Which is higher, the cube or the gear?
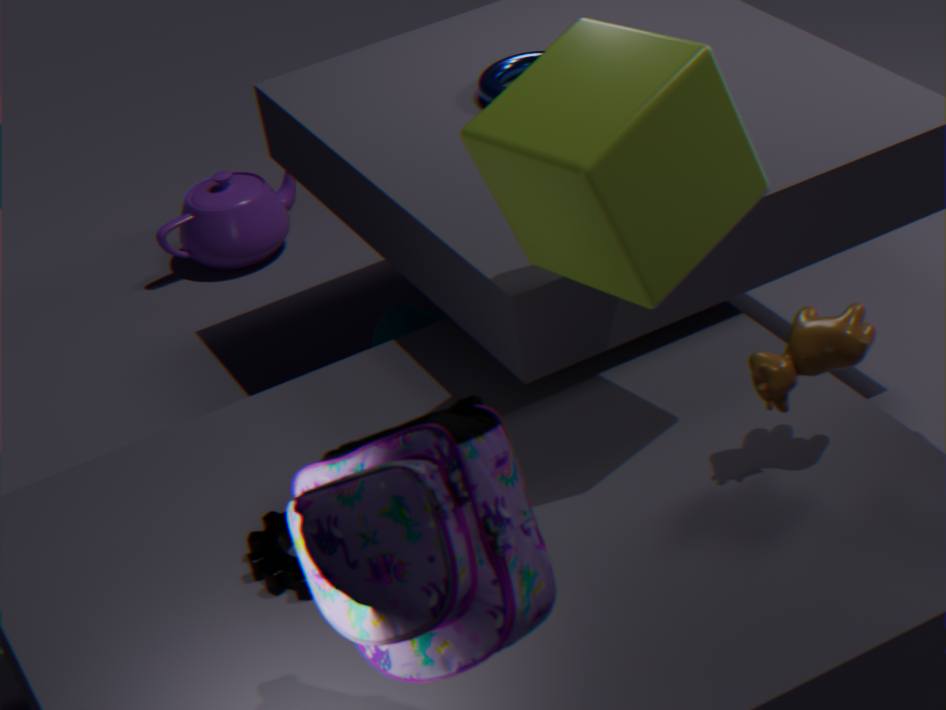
the cube
